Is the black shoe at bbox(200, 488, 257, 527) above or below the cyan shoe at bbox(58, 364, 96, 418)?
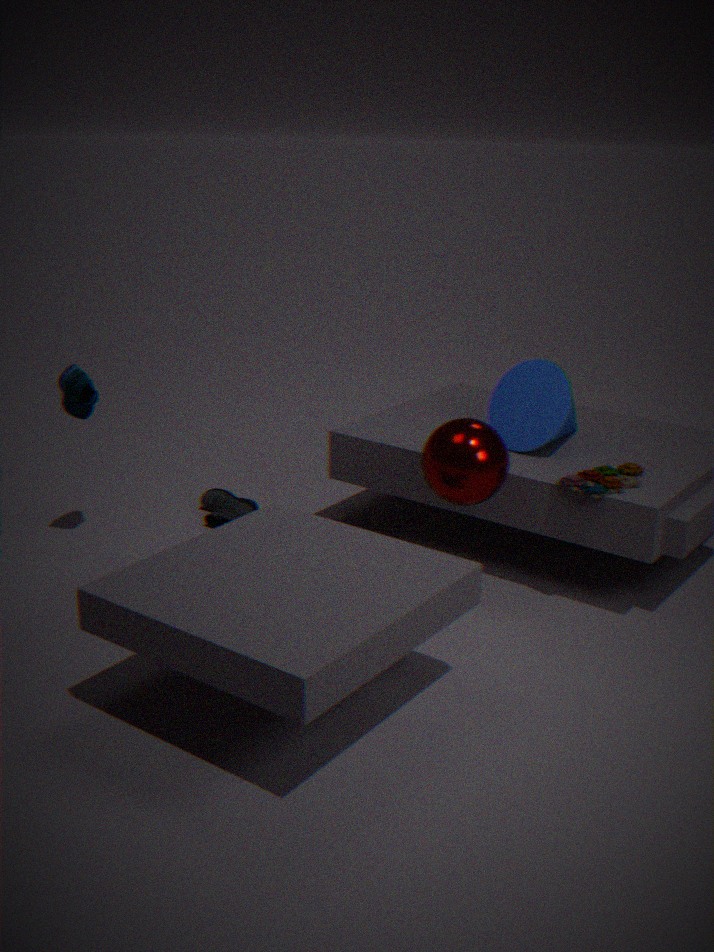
below
